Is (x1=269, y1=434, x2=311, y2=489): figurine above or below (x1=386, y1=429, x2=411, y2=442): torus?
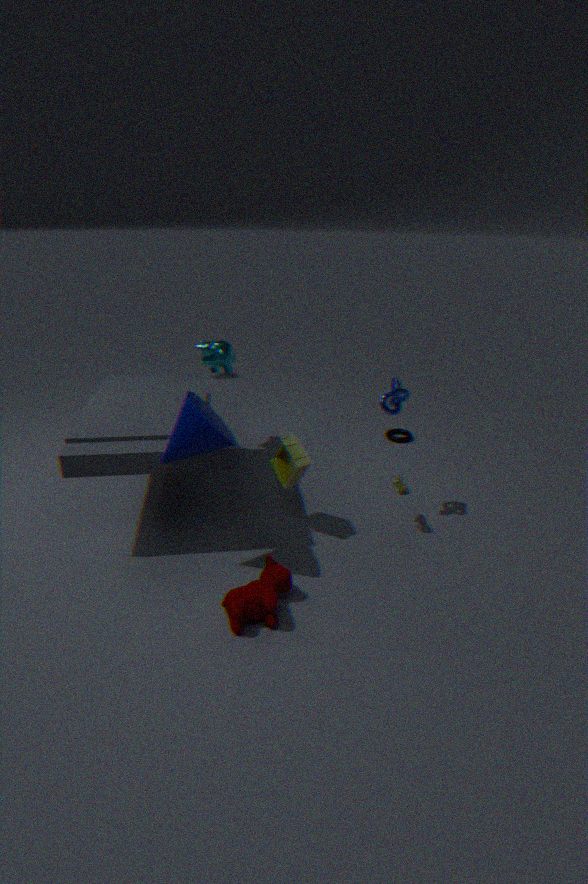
above
